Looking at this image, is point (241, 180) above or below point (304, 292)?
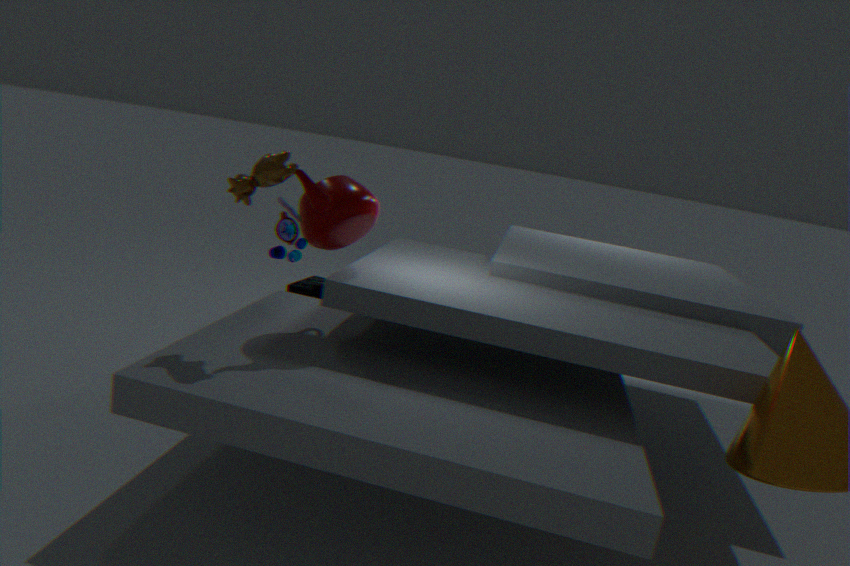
above
